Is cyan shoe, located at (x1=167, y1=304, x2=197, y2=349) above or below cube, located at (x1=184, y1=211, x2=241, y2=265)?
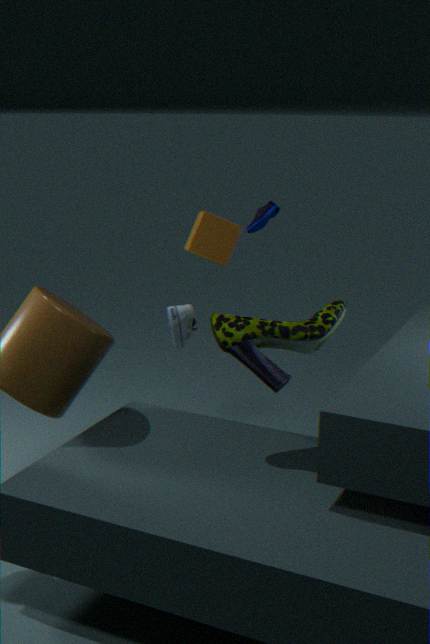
below
